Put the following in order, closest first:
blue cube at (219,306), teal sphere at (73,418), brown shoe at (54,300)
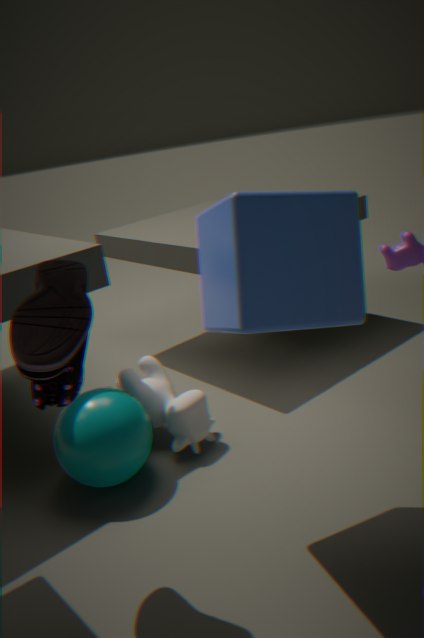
brown shoe at (54,300) < blue cube at (219,306) < teal sphere at (73,418)
